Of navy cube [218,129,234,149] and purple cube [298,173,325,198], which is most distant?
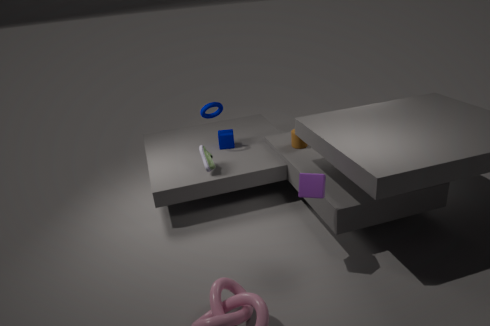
navy cube [218,129,234,149]
